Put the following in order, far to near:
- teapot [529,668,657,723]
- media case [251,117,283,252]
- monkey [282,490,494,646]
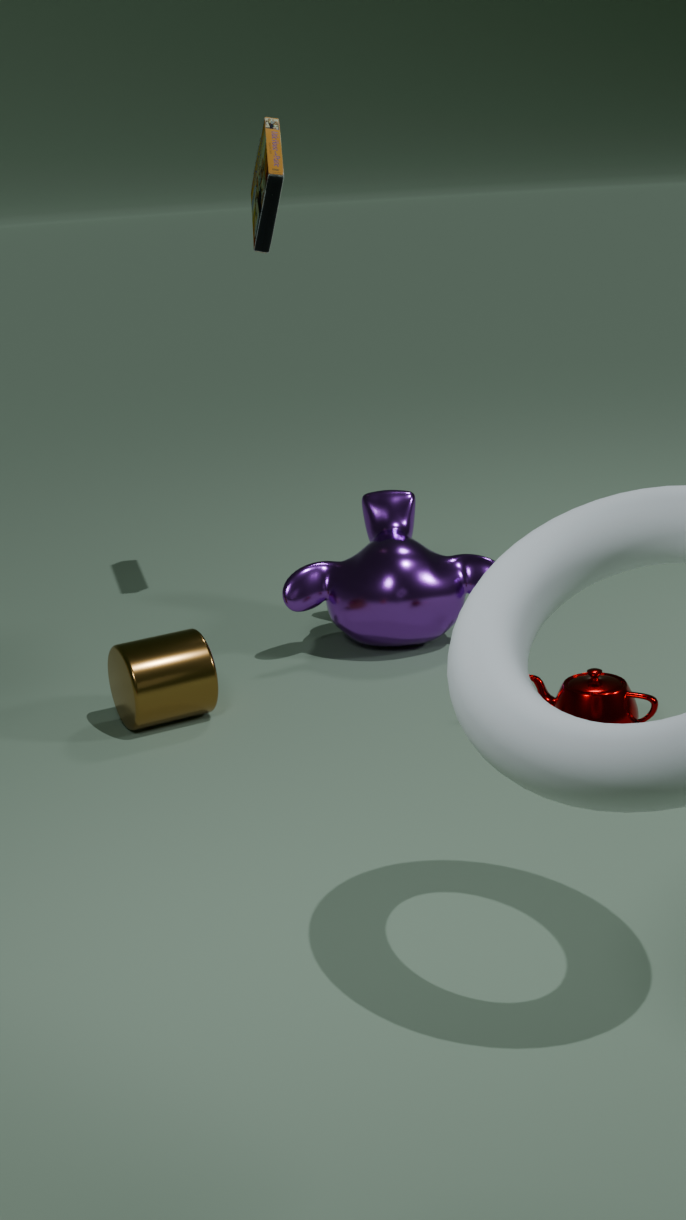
media case [251,117,283,252], monkey [282,490,494,646], teapot [529,668,657,723]
